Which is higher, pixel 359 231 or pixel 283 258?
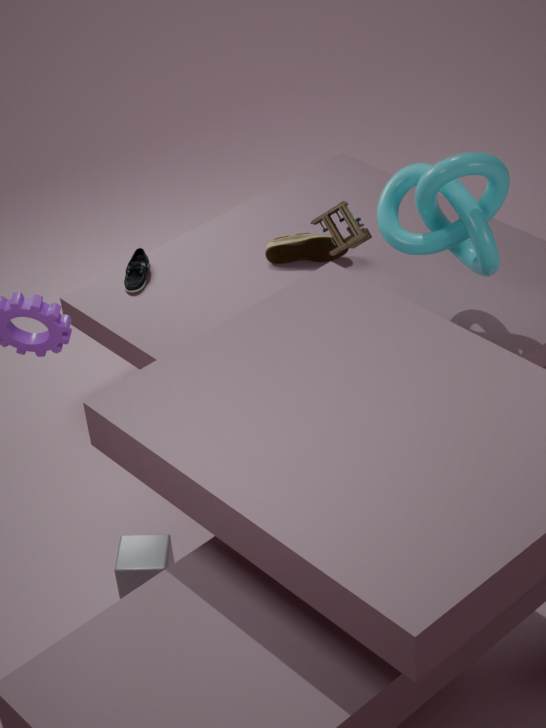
pixel 359 231
